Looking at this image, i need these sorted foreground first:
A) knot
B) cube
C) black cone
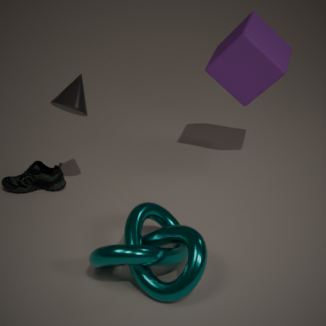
knot → black cone → cube
